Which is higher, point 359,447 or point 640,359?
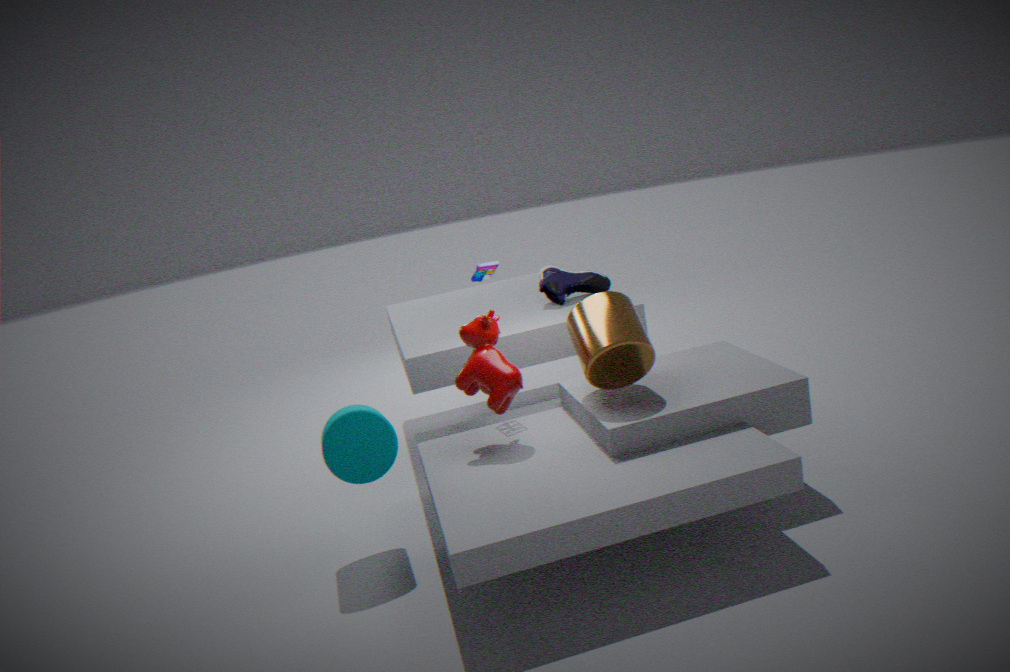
point 640,359
